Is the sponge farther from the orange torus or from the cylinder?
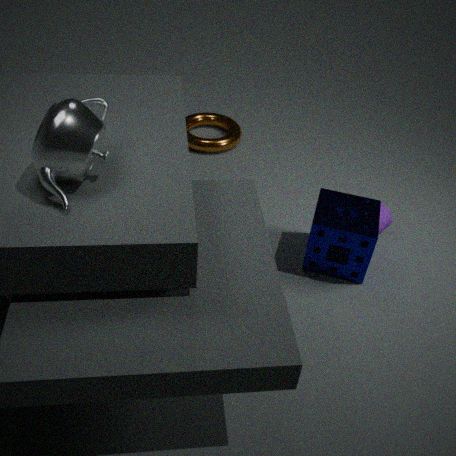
the orange torus
